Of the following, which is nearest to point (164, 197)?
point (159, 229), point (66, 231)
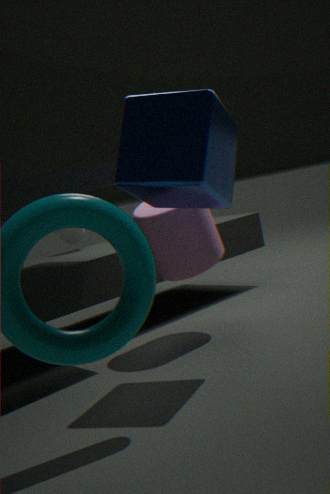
point (159, 229)
